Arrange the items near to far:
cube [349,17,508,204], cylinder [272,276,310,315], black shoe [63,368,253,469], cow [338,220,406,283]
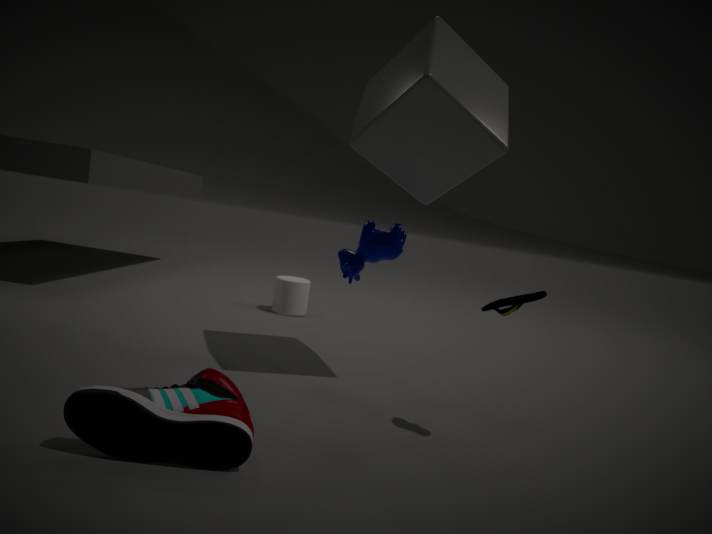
black shoe [63,368,253,469] → cube [349,17,508,204] → cow [338,220,406,283] → cylinder [272,276,310,315]
